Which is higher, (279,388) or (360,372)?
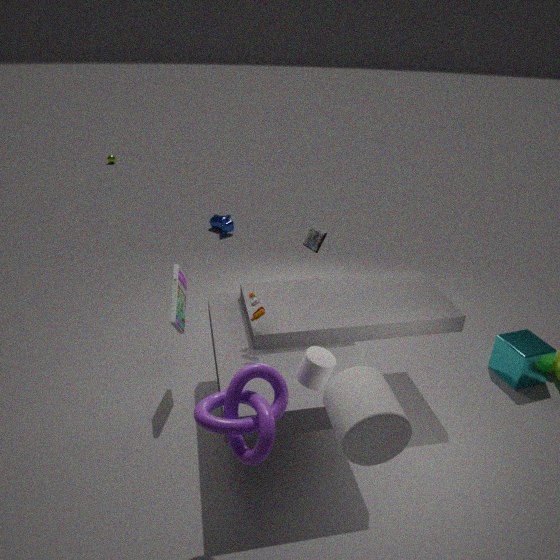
(360,372)
